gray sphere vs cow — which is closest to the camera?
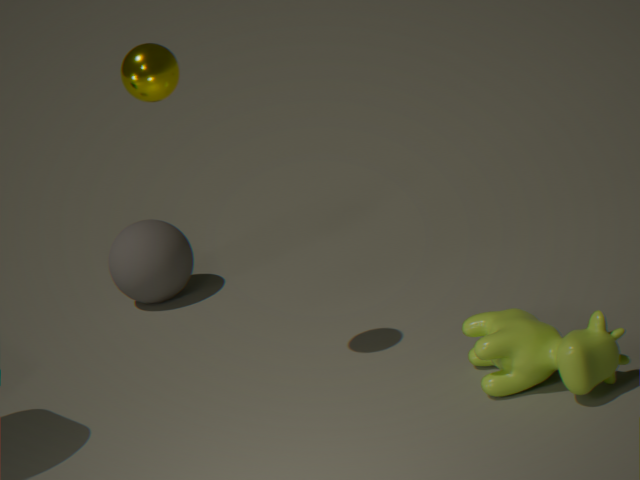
cow
